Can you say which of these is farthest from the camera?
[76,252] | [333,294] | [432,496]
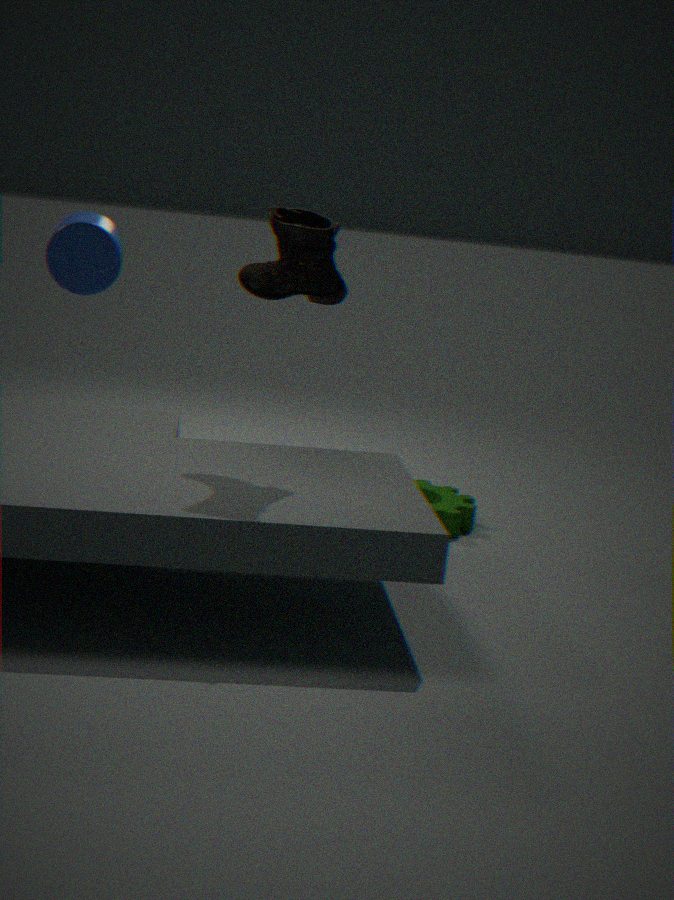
[432,496]
